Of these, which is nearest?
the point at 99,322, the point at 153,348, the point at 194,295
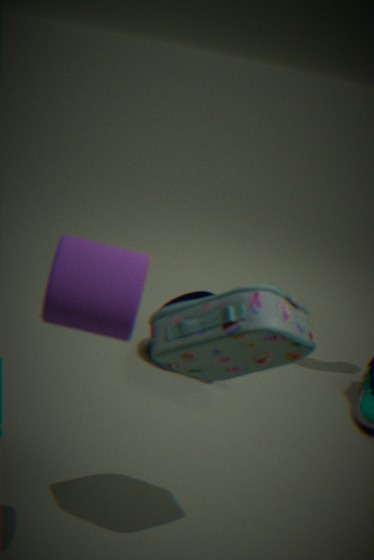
the point at 99,322
